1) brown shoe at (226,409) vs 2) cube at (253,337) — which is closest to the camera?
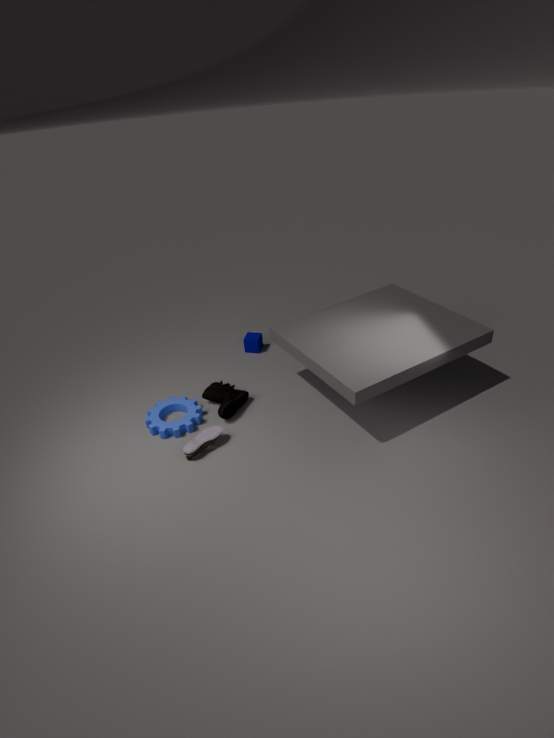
1. brown shoe at (226,409)
